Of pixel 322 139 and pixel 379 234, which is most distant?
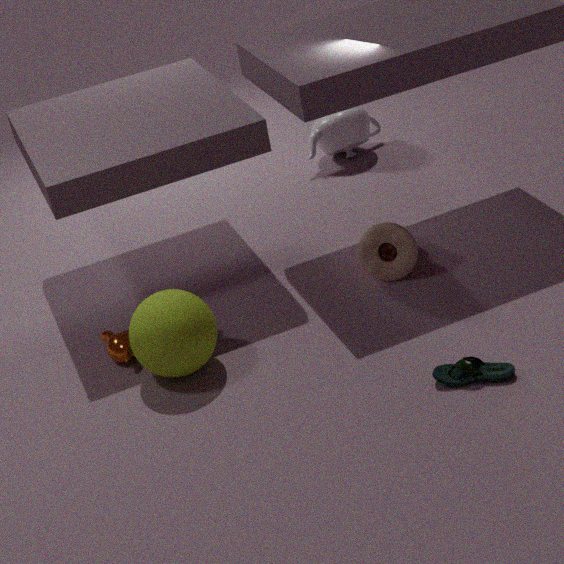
pixel 322 139
